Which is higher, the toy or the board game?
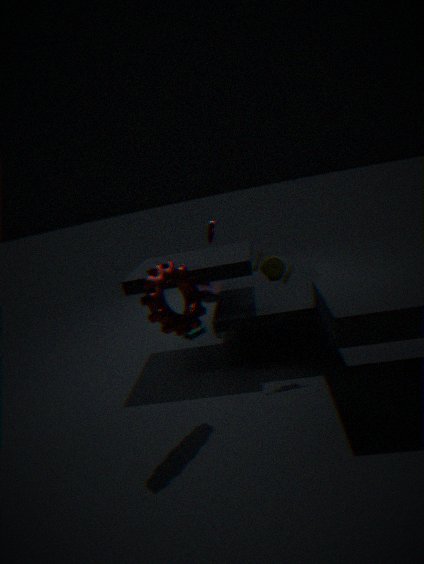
the toy
